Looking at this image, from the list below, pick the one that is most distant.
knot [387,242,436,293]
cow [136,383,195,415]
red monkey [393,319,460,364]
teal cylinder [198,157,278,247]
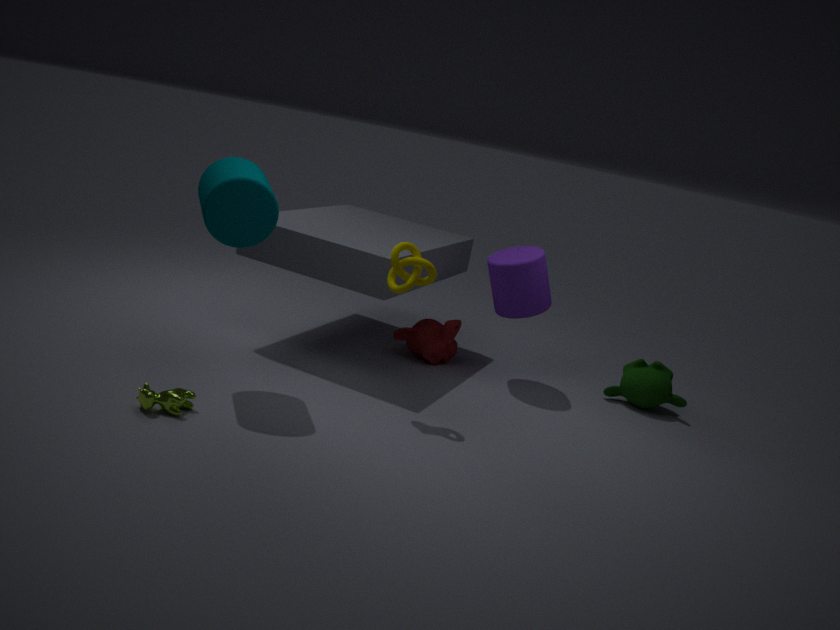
red monkey [393,319,460,364]
